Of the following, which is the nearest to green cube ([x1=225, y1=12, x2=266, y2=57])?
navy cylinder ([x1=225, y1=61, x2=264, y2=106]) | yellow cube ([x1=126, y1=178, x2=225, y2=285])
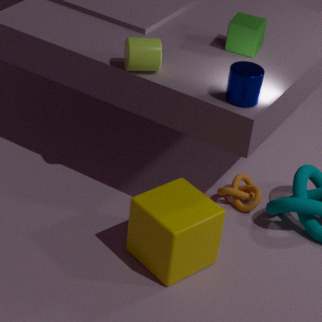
navy cylinder ([x1=225, y1=61, x2=264, y2=106])
